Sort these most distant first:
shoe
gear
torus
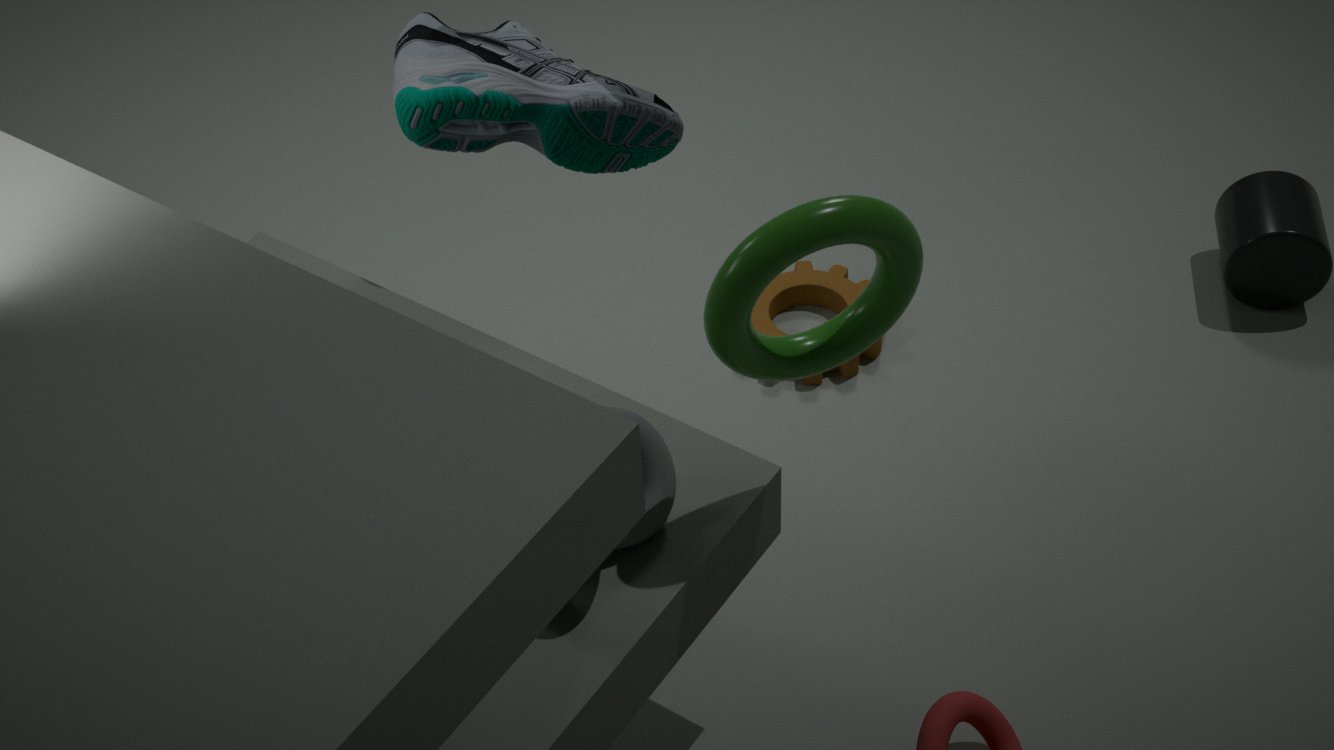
gear → shoe → torus
